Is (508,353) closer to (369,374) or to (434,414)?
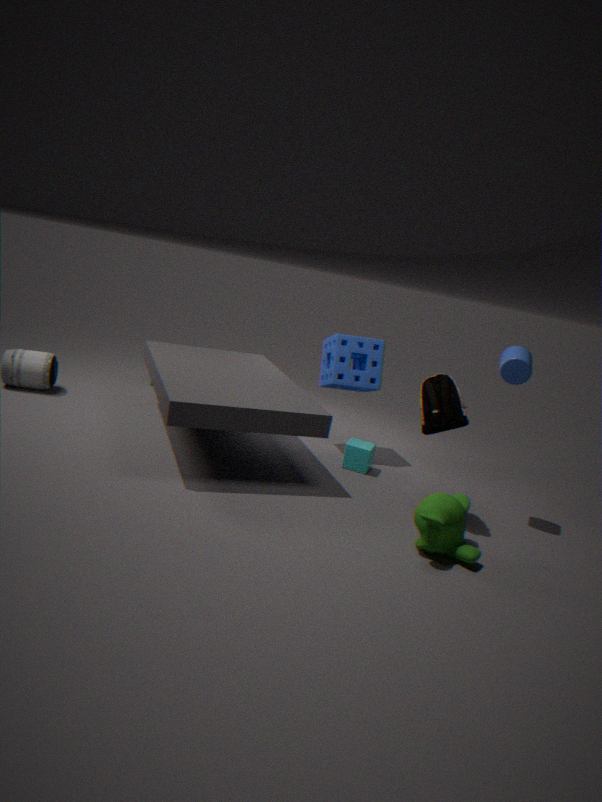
(434,414)
